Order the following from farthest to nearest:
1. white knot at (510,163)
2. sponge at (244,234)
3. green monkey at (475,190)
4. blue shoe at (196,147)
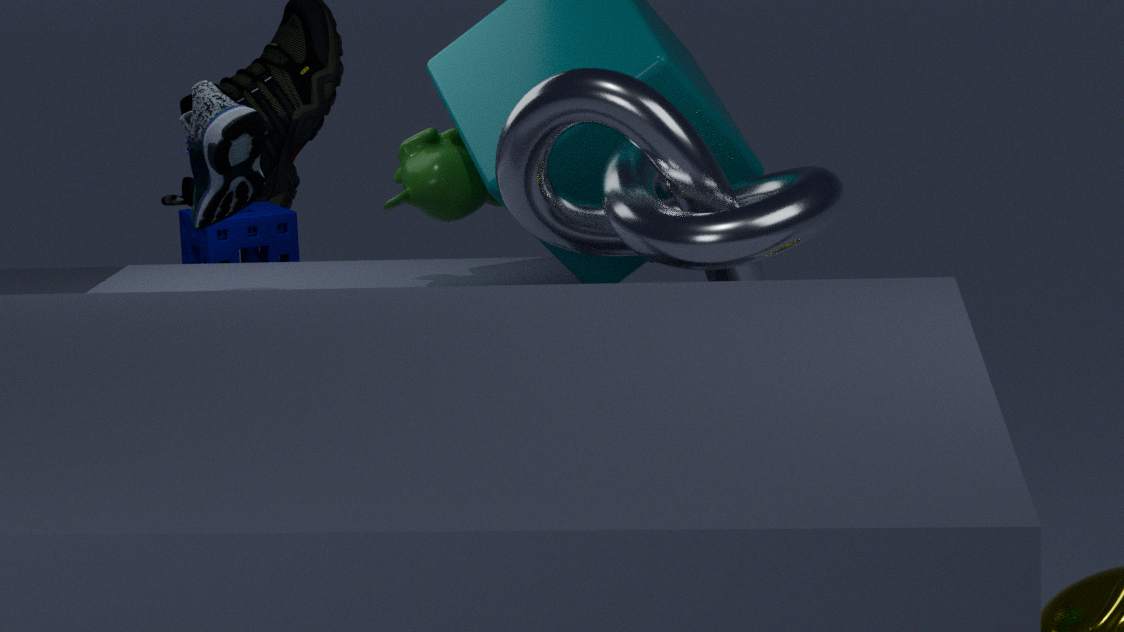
1. sponge at (244,234)
2. green monkey at (475,190)
3. blue shoe at (196,147)
4. white knot at (510,163)
